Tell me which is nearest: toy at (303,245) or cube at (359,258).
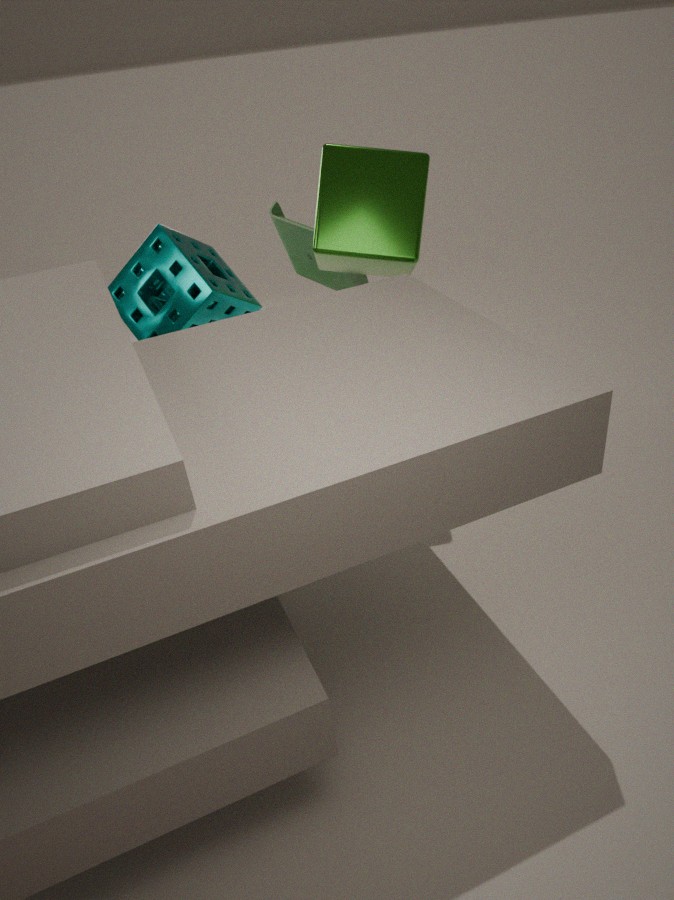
cube at (359,258)
